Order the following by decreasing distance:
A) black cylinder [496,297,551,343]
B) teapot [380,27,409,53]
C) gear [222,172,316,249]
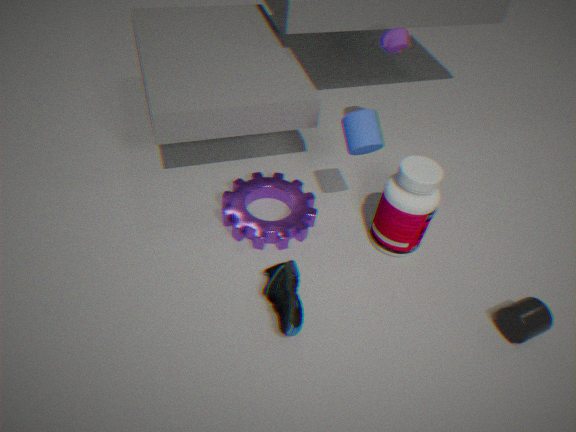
teapot [380,27,409,53] → gear [222,172,316,249] → black cylinder [496,297,551,343]
